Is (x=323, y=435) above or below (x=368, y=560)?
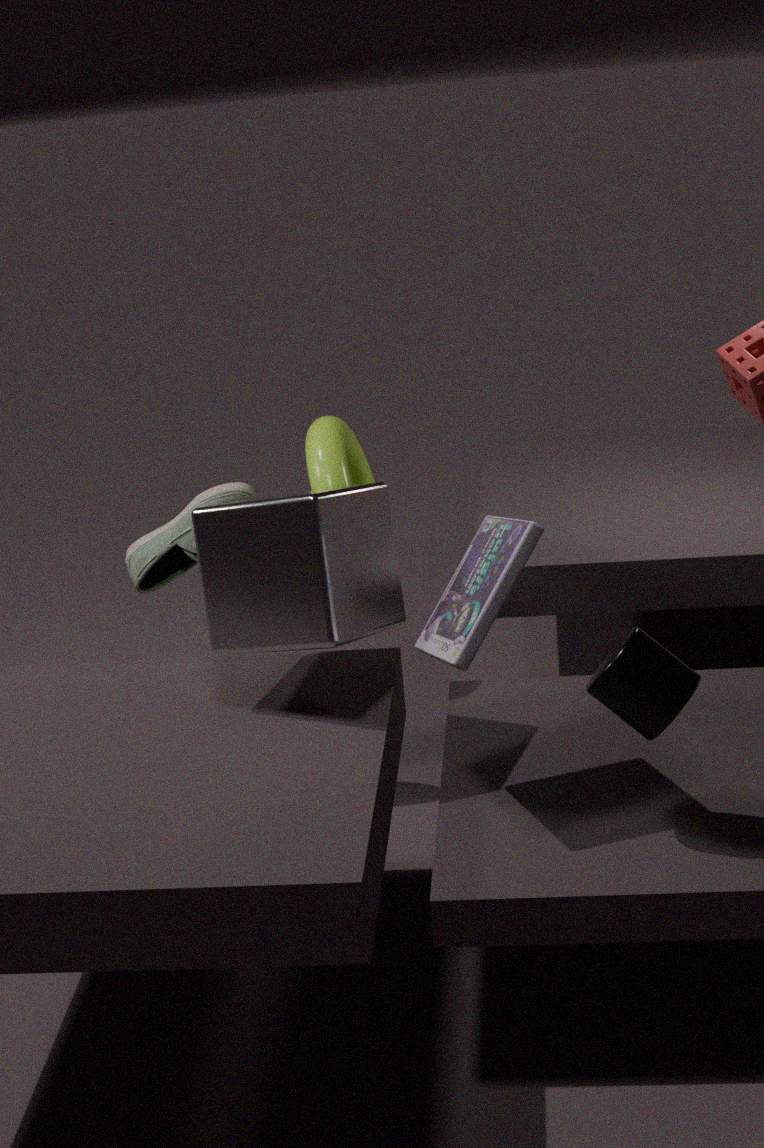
below
